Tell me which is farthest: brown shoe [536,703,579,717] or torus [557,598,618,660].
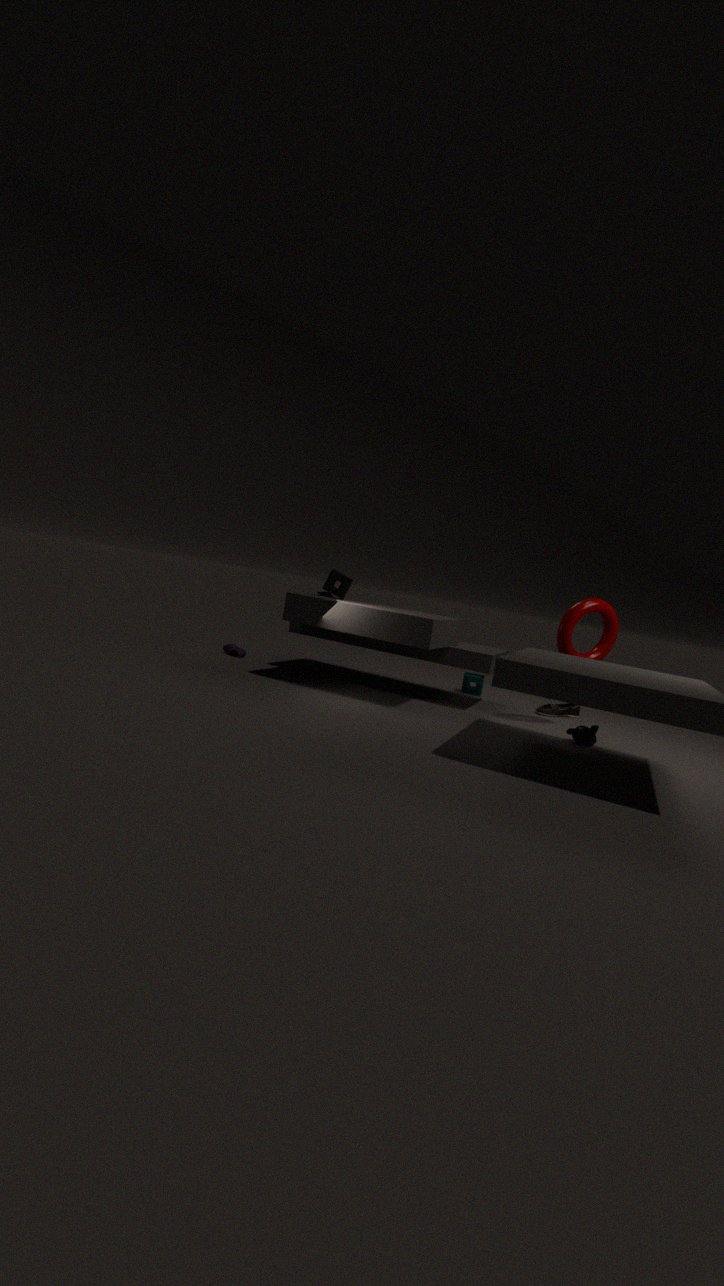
brown shoe [536,703,579,717]
